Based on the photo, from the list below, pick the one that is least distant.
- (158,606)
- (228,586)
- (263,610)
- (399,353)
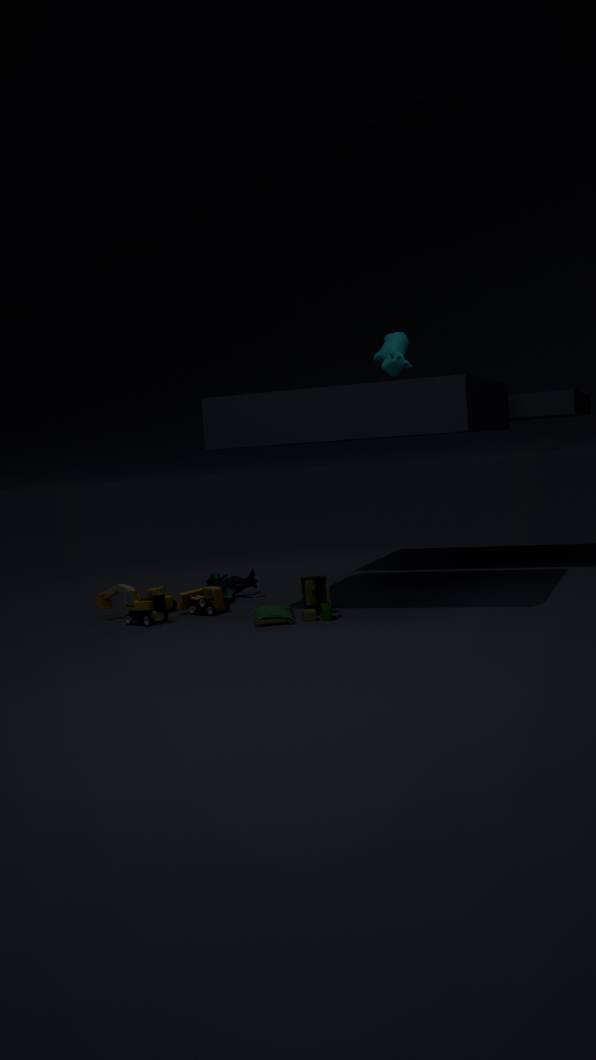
(263,610)
